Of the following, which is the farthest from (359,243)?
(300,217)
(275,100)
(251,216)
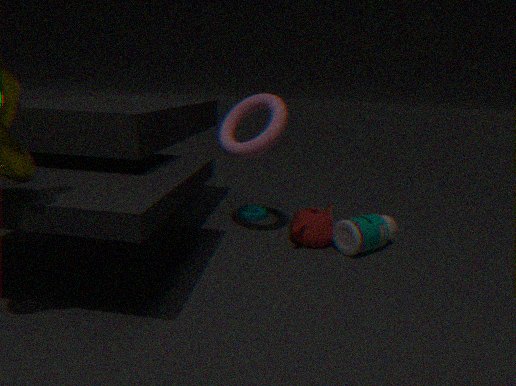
(275,100)
